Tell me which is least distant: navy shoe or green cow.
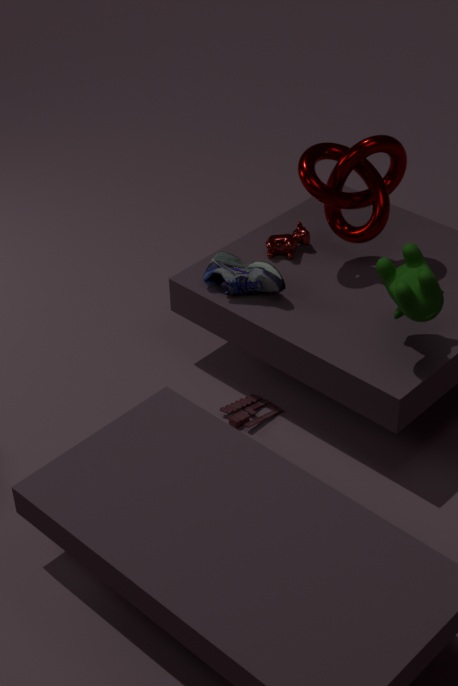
green cow
